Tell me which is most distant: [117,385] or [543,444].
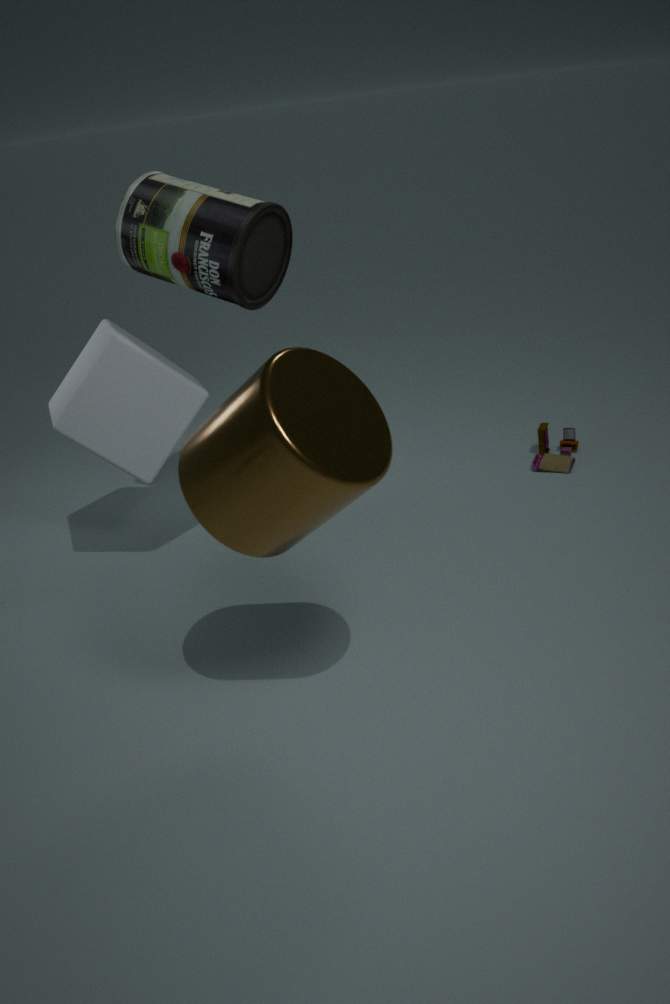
[543,444]
